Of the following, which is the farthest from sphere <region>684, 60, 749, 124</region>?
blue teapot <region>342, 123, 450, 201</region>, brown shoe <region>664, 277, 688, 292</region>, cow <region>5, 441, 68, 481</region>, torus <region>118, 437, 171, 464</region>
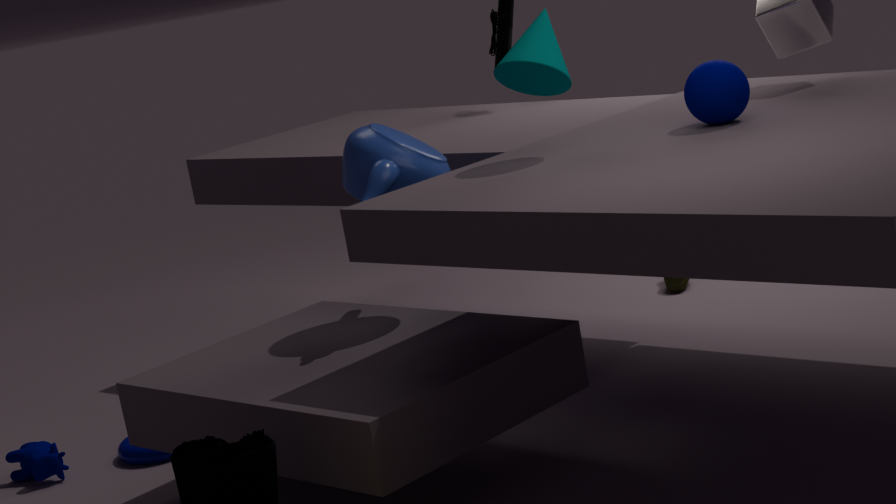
cow <region>5, 441, 68, 481</region>
